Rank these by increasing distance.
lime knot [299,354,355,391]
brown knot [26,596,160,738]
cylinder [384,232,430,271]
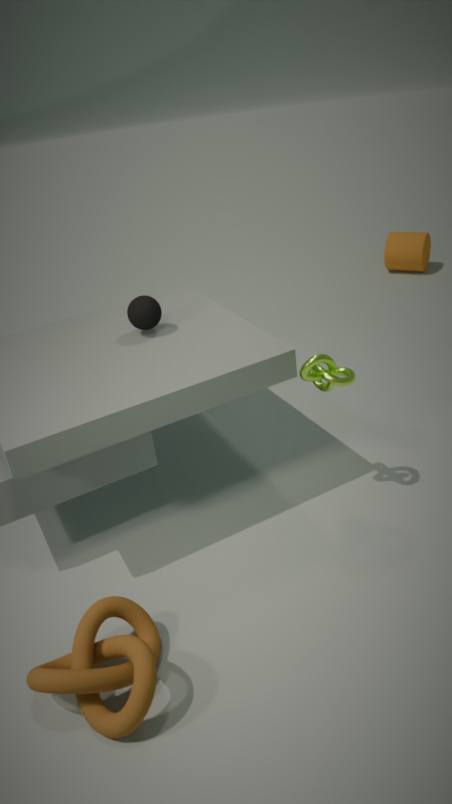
1. brown knot [26,596,160,738]
2. lime knot [299,354,355,391]
3. cylinder [384,232,430,271]
